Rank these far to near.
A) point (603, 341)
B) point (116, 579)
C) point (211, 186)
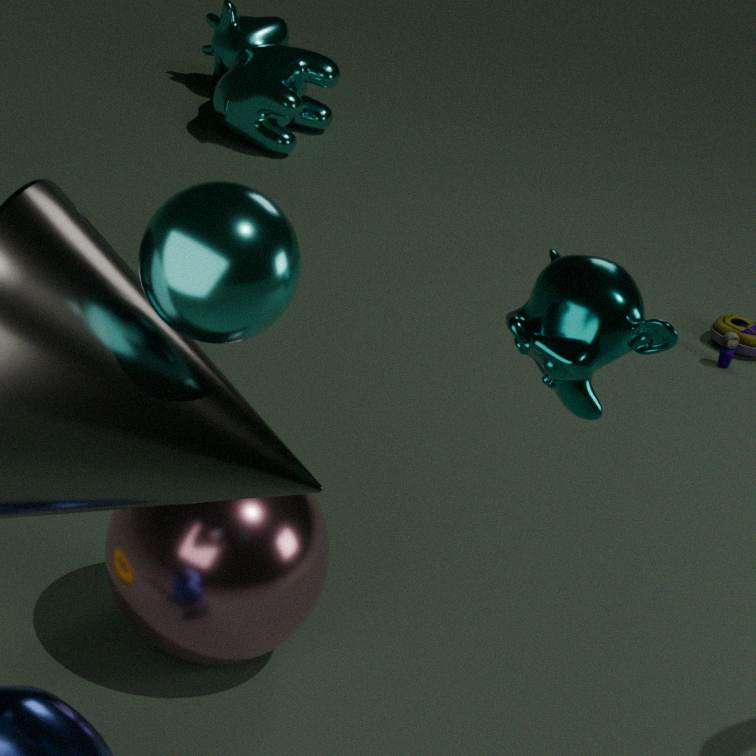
point (116, 579) → point (603, 341) → point (211, 186)
